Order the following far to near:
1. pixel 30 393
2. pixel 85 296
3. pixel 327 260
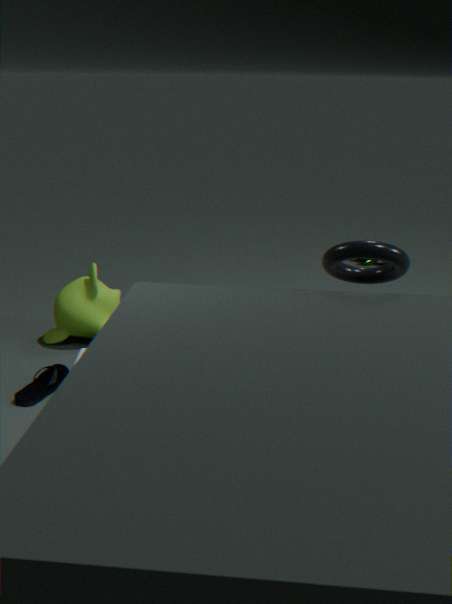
pixel 85 296, pixel 30 393, pixel 327 260
